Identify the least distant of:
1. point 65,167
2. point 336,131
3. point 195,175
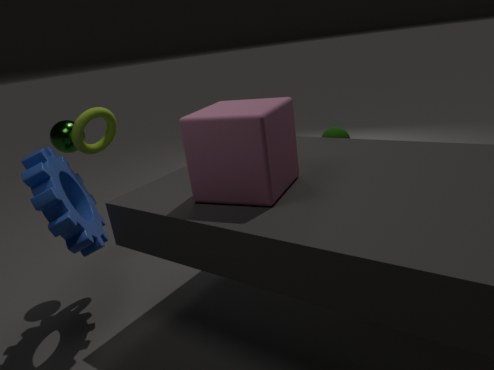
point 195,175
